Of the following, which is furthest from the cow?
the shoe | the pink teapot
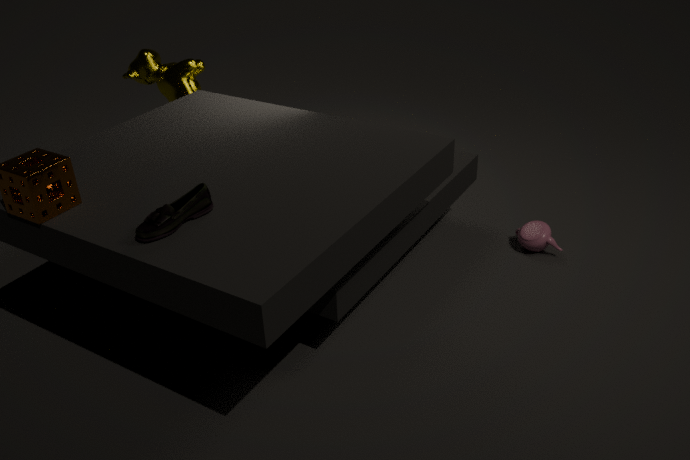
the pink teapot
